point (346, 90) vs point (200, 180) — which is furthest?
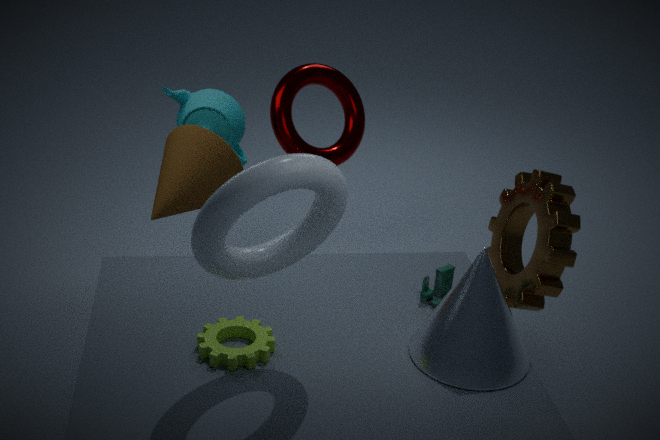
point (346, 90)
